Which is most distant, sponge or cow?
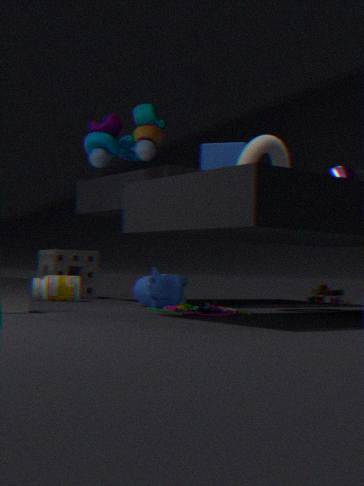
sponge
